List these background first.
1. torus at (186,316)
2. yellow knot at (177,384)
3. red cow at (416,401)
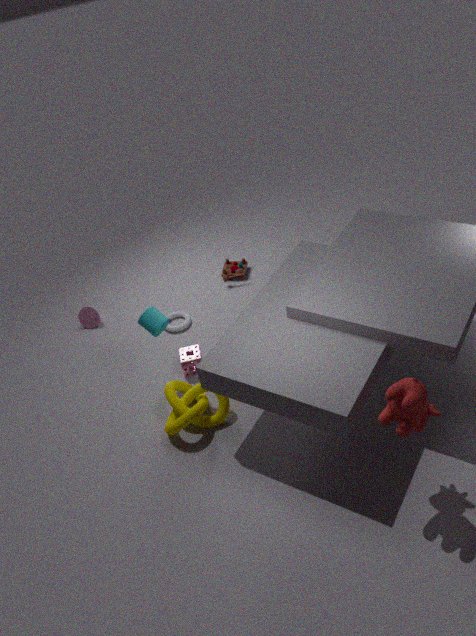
torus at (186,316) → yellow knot at (177,384) → red cow at (416,401)
